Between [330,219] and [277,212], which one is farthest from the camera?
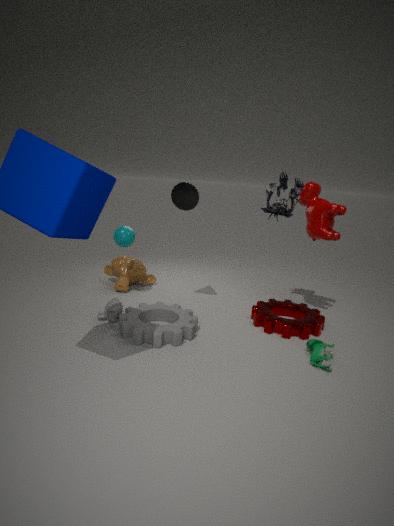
[330,219]
